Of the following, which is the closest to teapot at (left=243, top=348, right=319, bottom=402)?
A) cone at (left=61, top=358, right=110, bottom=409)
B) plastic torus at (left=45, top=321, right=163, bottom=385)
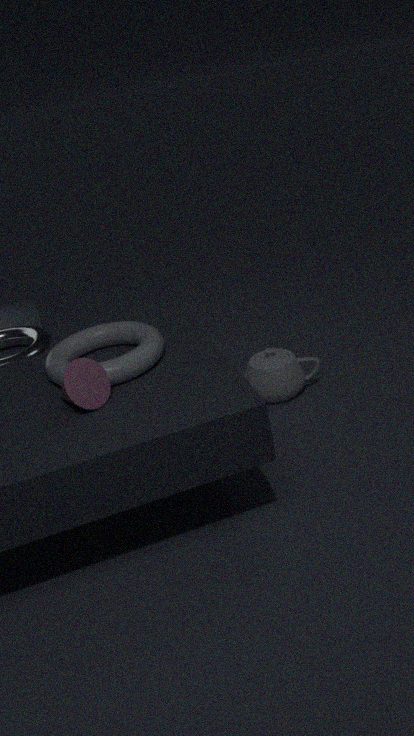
plastic torus at (left=45, top=321, right=163, bottom=385)
